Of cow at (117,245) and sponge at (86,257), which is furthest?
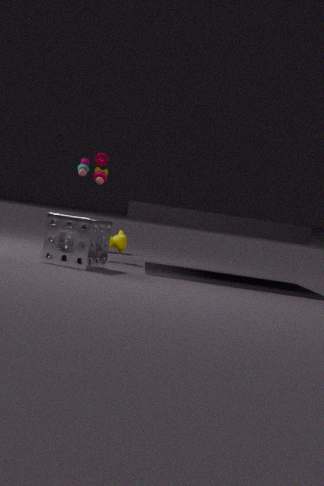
cow at (117,245)
